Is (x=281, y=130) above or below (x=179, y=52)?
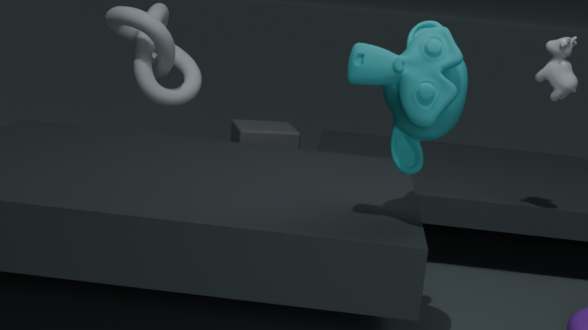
below
